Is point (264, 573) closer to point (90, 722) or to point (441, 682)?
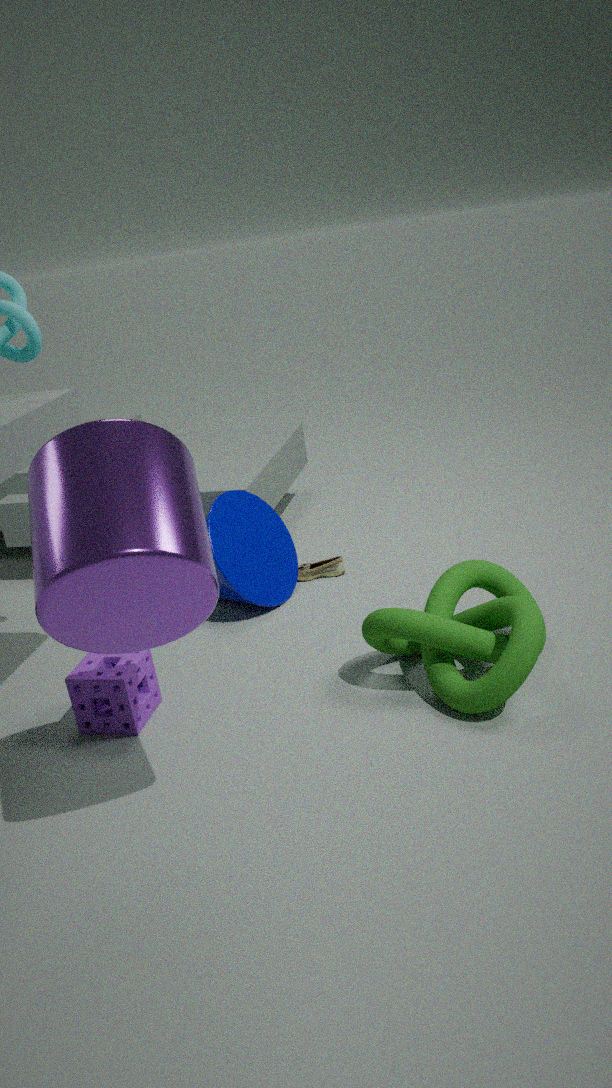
point (90, 722)
